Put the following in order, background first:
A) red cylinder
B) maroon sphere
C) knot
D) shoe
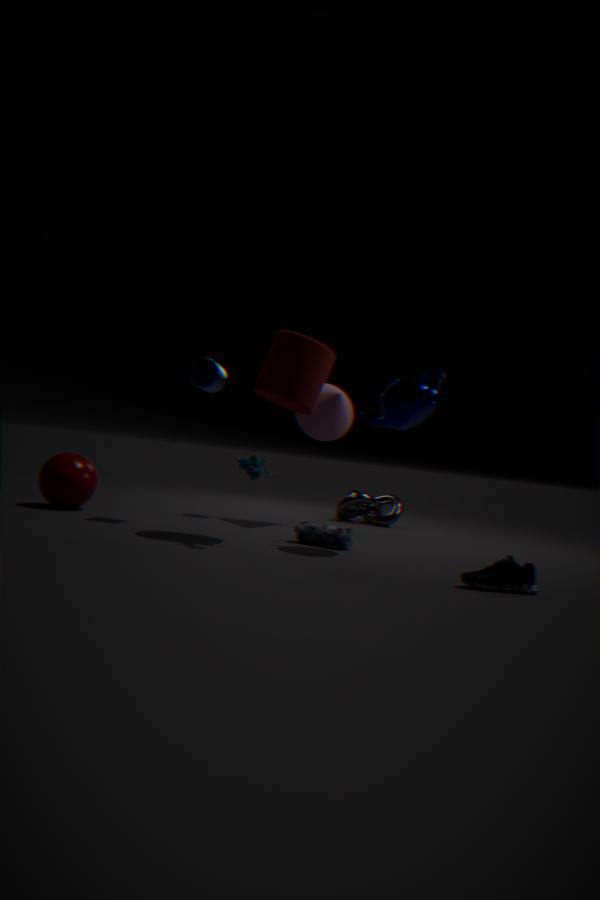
1. knot
2. maroon sphere
3. red cylinder
4. shoe
